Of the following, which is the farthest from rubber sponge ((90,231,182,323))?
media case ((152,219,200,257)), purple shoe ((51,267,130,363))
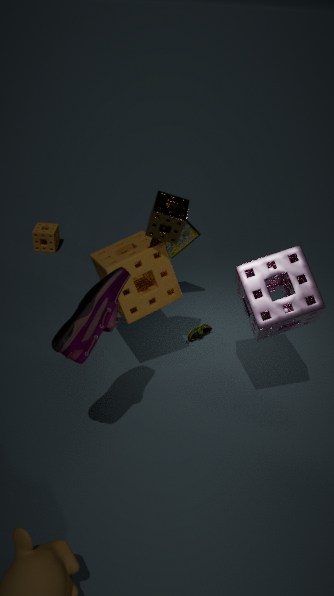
media case ((152,219,200,257))
